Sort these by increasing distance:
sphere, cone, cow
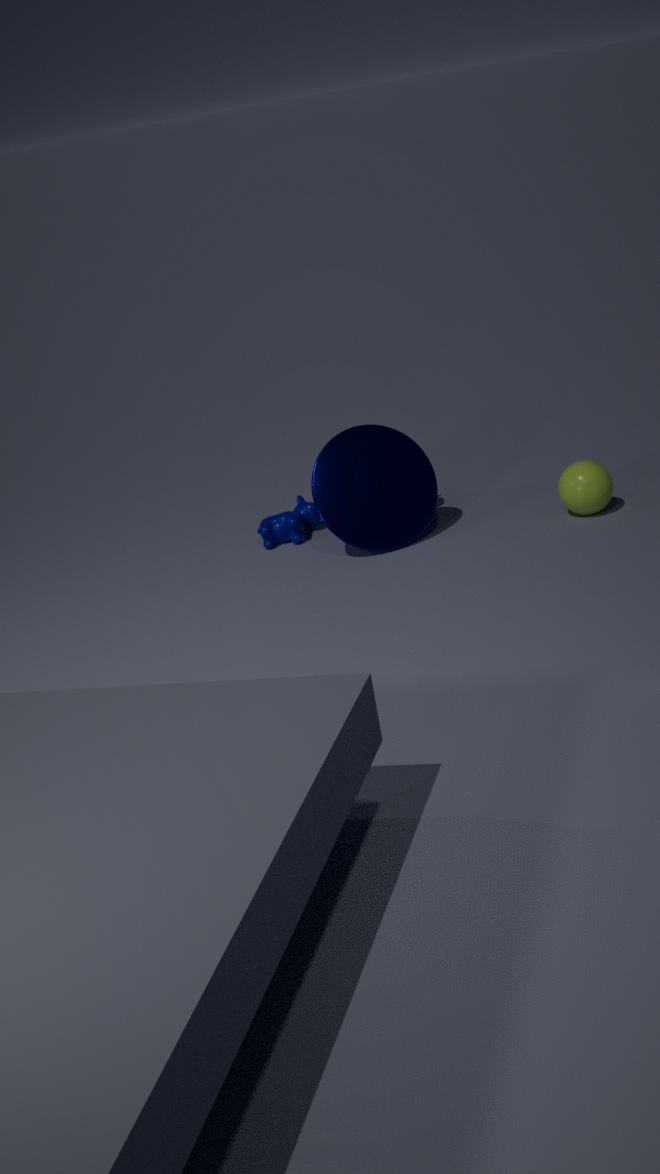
sphere → cone → cow
